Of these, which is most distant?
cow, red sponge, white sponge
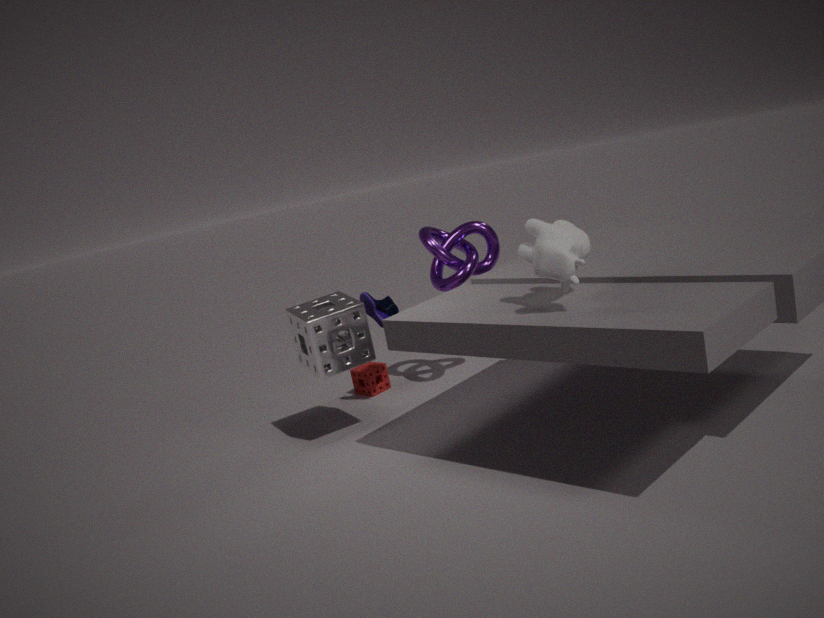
red sponge
